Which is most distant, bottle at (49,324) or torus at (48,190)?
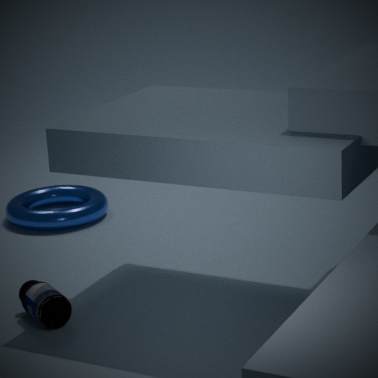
torus at (48,190)
